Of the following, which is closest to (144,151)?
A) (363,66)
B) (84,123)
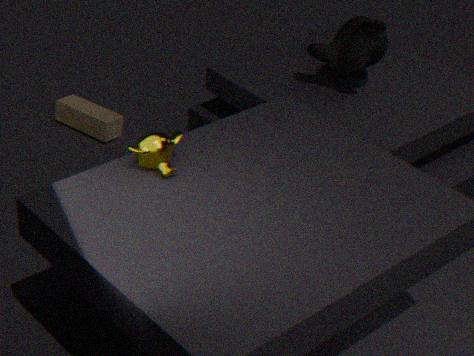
(363,66)
